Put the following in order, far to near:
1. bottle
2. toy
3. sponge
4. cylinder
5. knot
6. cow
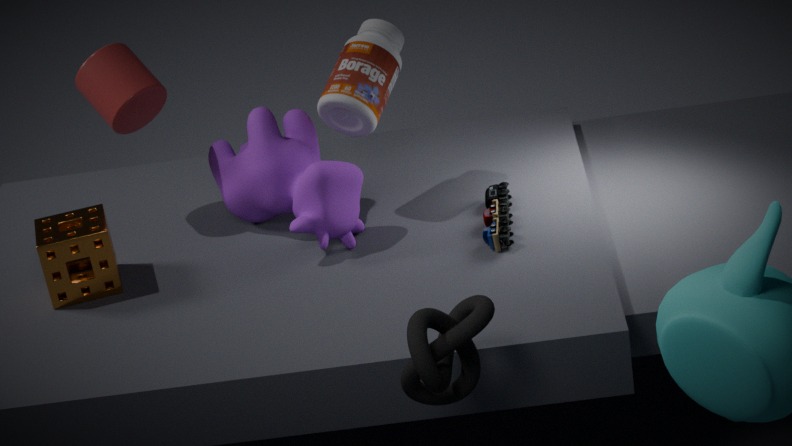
cylinder, bottle, cow, sponge, toy, knot
